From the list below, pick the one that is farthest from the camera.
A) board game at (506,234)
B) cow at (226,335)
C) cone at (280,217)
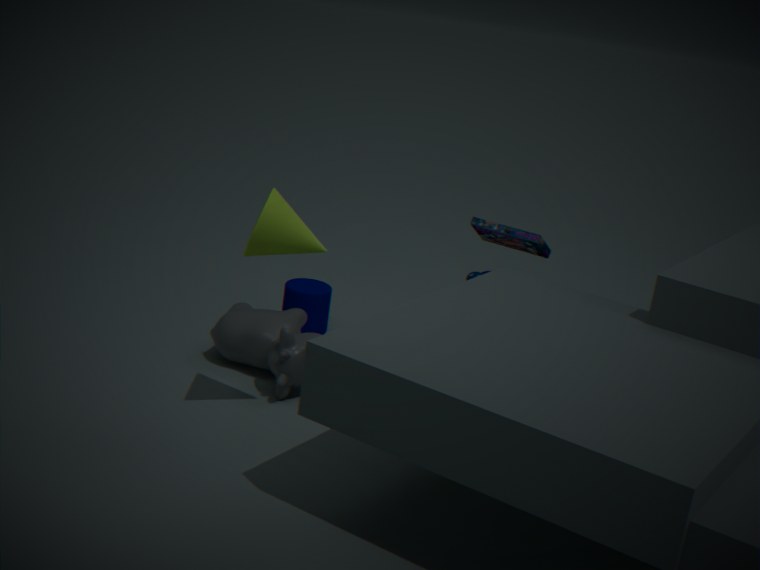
board game at (506,234)
